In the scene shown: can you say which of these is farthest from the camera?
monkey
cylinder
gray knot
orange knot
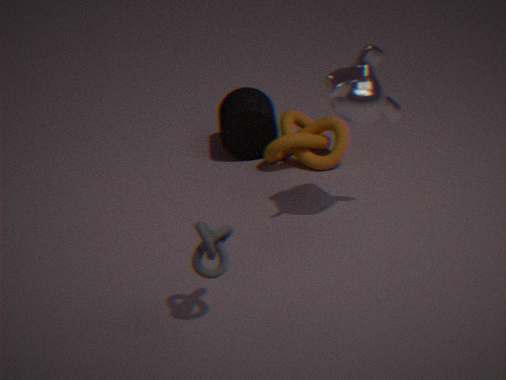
cylinder
